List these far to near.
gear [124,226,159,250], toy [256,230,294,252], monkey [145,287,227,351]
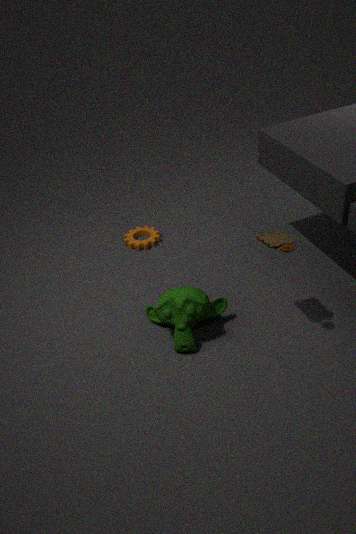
gear [124,226,159,250] < monkey [145,287,227,351] < toy [256,230,294,252]
